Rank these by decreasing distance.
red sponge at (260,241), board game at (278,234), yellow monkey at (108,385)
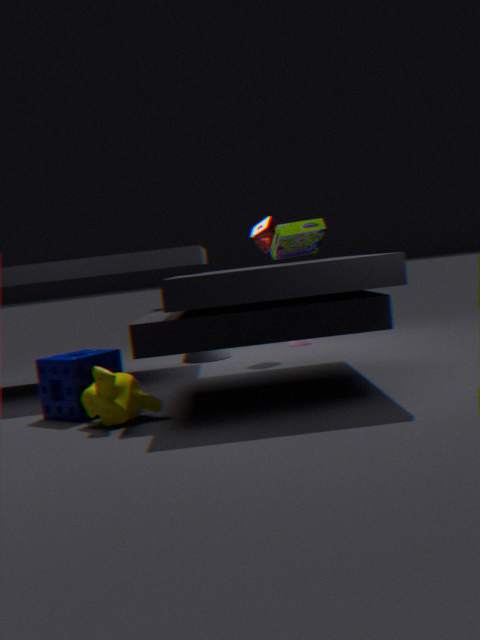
1. red sponge at (260,241)
2. board game at (278,234)
3. yellow monkey at (108,385)
